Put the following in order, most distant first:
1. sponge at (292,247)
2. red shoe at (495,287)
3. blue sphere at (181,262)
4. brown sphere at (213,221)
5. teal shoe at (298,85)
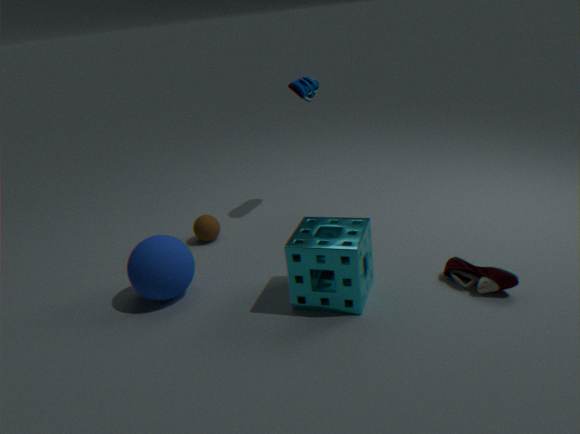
teal shoe at (298,85) < brown sphere at (213,221) < blue sphere at (181,262) < red shoe at (495,287) < sponge at (292,247)
